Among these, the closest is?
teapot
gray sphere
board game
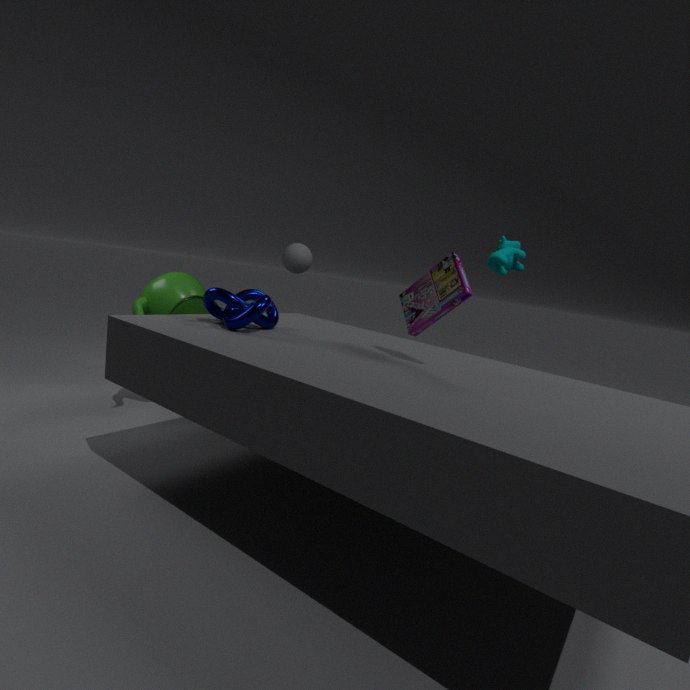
board game
